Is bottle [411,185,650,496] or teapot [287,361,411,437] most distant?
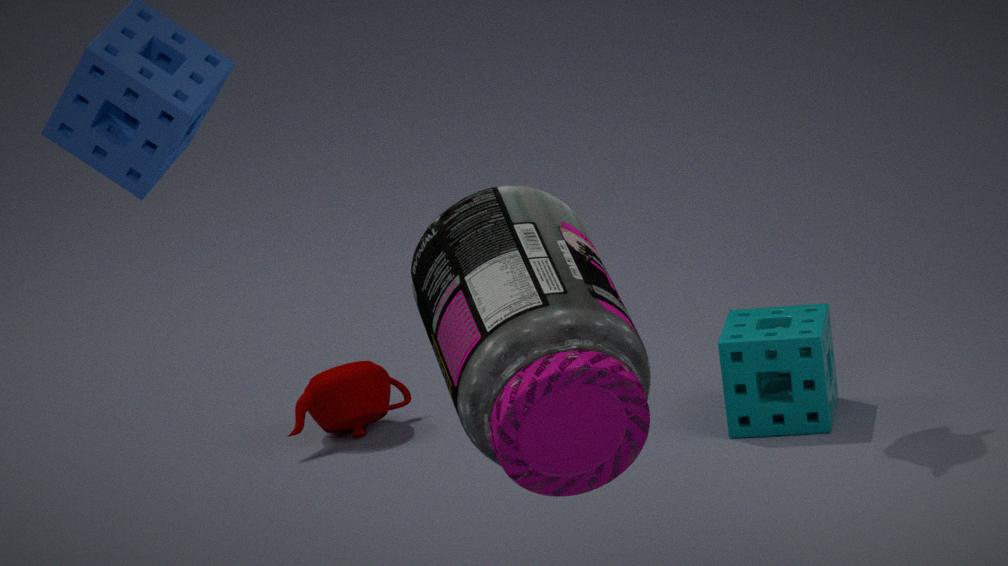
teapot [287,361,411,437]
